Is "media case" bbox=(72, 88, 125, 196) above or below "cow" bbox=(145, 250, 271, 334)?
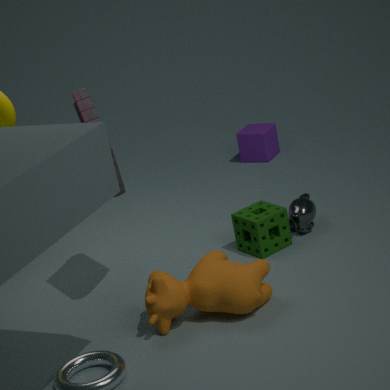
above
